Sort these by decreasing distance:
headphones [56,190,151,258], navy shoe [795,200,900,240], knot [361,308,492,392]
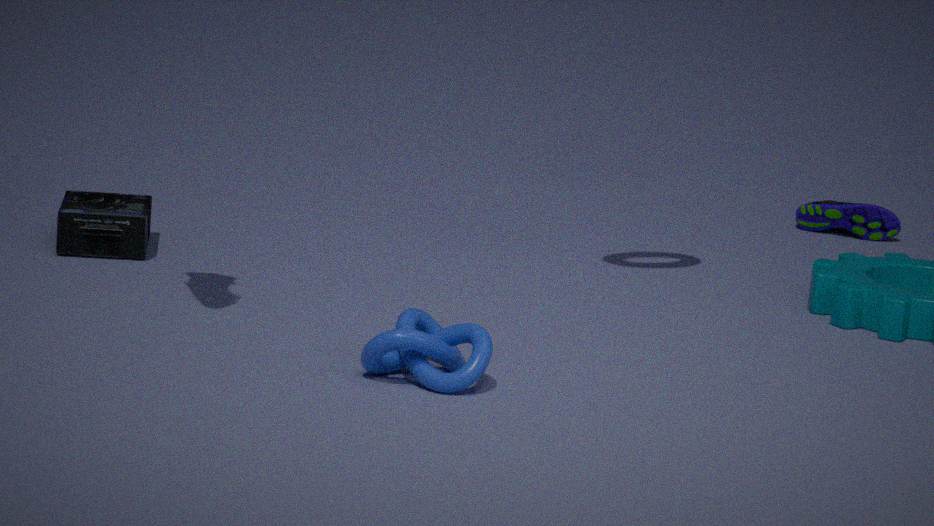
navy shoe [795,200,900,240] → headphones [56,190,151,258] → knot [361,308,492,392]
